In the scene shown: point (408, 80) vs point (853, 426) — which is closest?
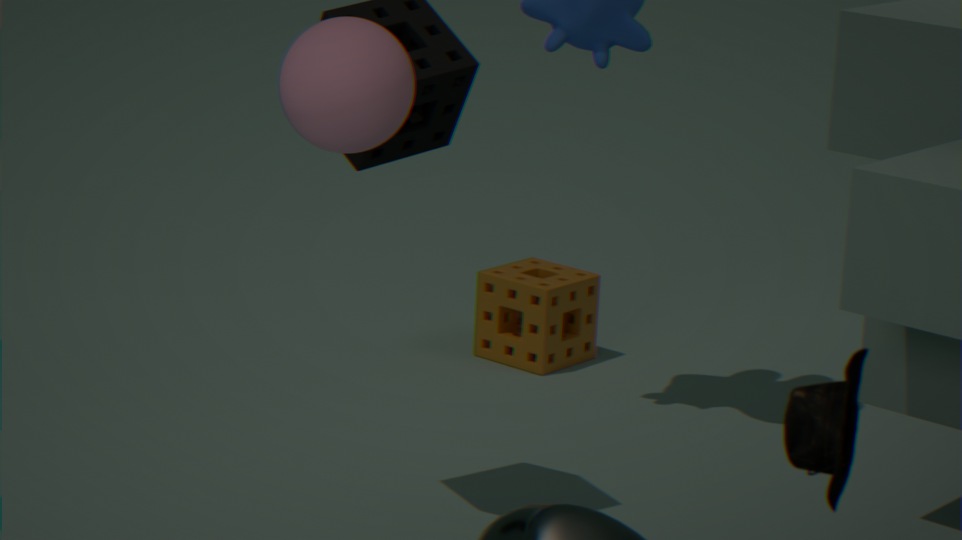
point (853, 426)
